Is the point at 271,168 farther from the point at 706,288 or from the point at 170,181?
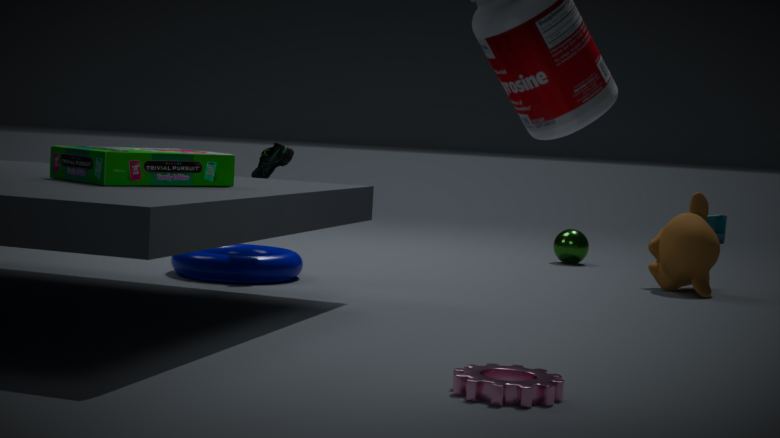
the point at 706,288
